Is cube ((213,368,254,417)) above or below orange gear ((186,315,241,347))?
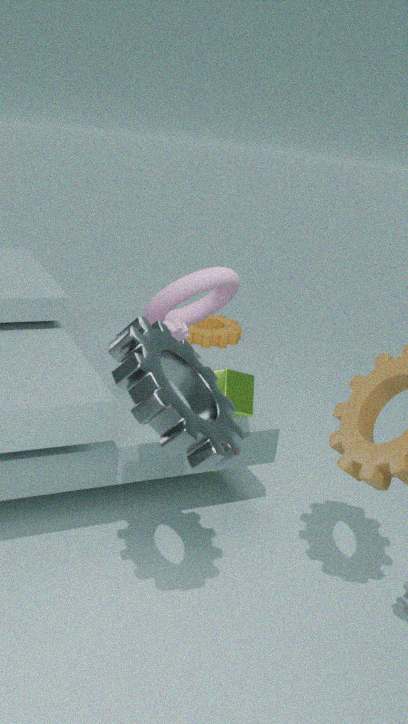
above
